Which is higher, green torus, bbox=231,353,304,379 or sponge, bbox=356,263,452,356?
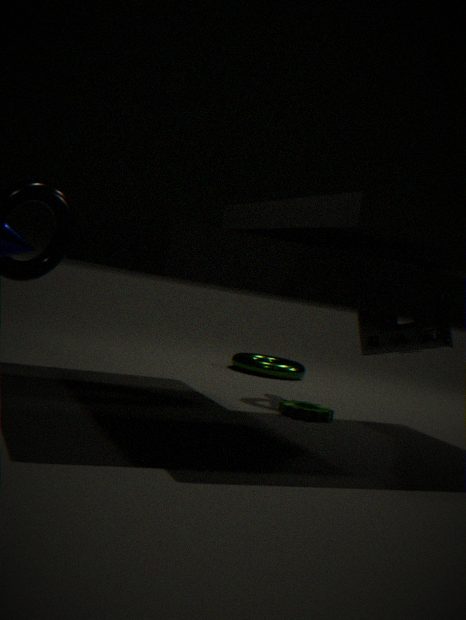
sponge, bbox=356,263,452,356
